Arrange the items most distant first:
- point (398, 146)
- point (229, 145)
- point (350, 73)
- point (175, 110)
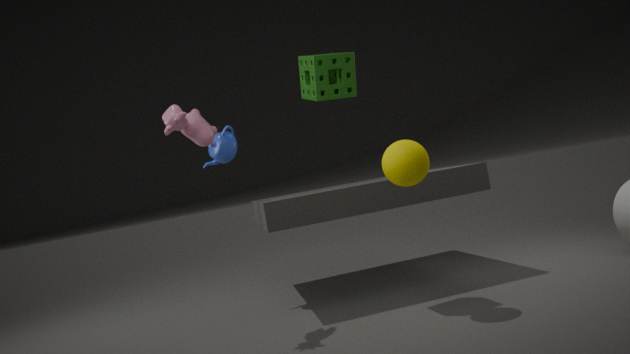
point (229, 145) → point (350, 73) → point (175, 110) → point (398, 146)
